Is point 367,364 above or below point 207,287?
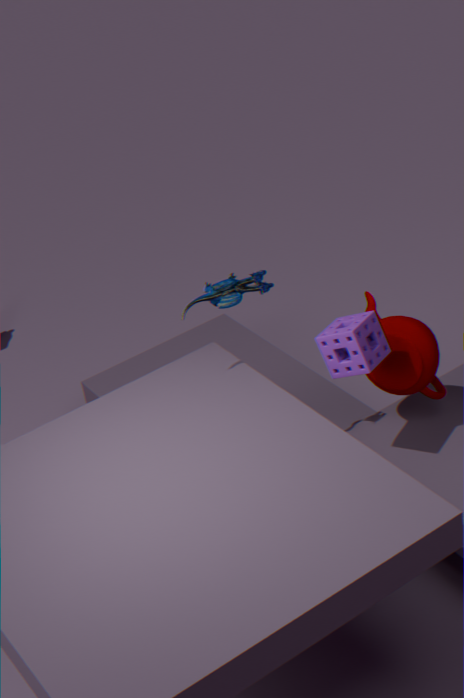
below
